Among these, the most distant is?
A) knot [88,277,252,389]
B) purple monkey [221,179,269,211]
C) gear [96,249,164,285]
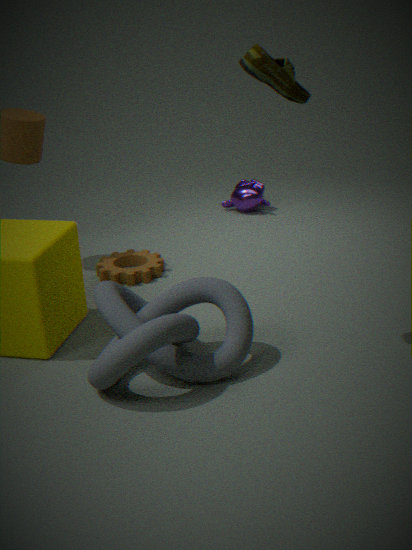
B. purple monkey [221,179,269,211]
